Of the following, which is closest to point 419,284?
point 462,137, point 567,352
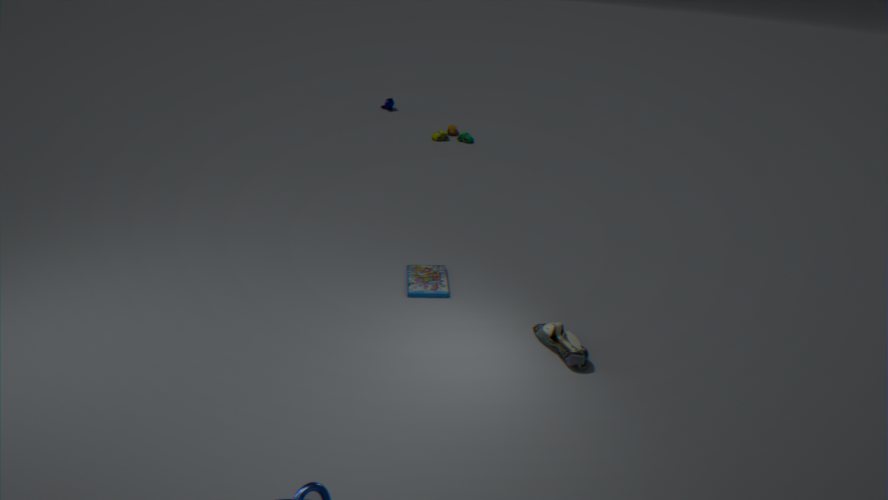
point 567,352
